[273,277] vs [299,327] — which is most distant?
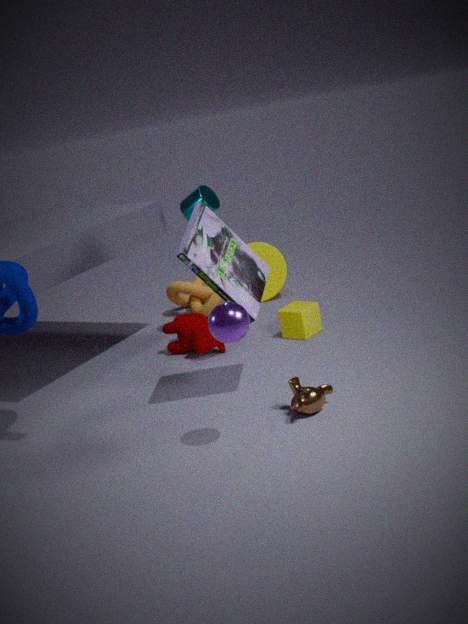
[273,277]
